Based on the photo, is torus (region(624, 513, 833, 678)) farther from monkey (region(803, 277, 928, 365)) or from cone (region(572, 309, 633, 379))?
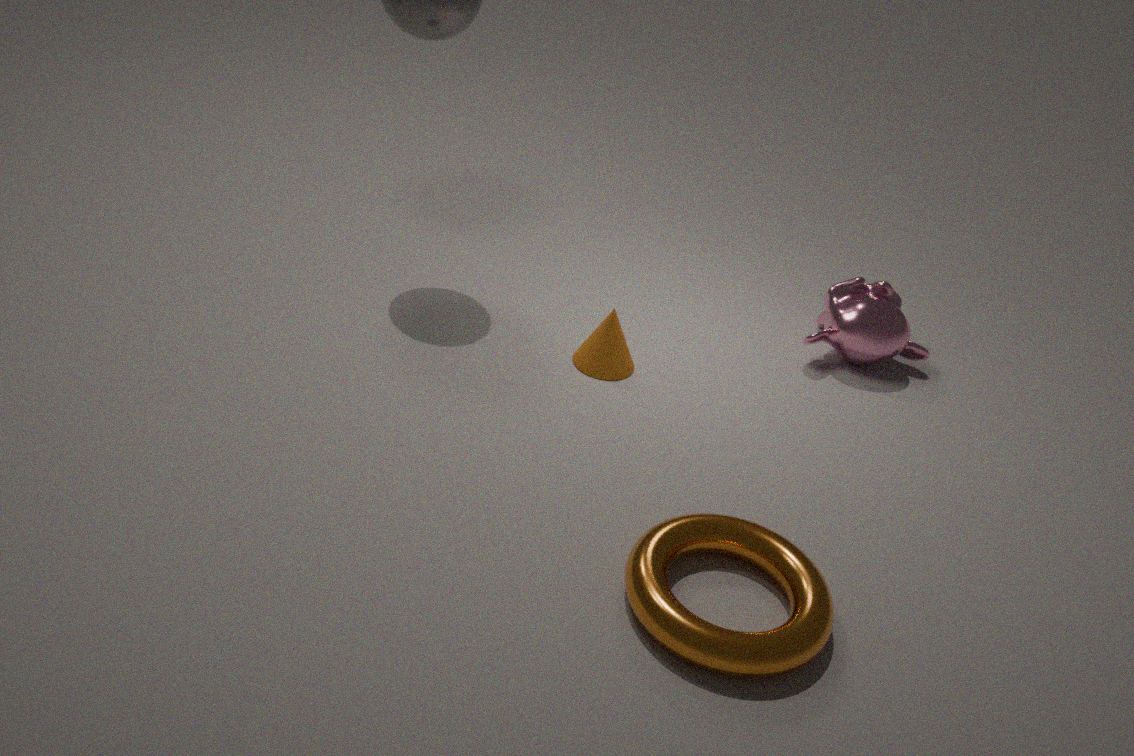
monkey (region(803, 277, 928, 365))
